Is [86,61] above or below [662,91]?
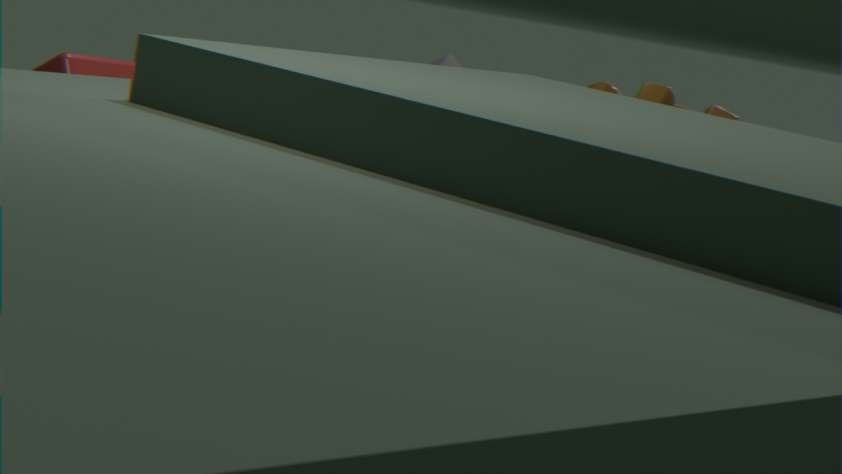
below
